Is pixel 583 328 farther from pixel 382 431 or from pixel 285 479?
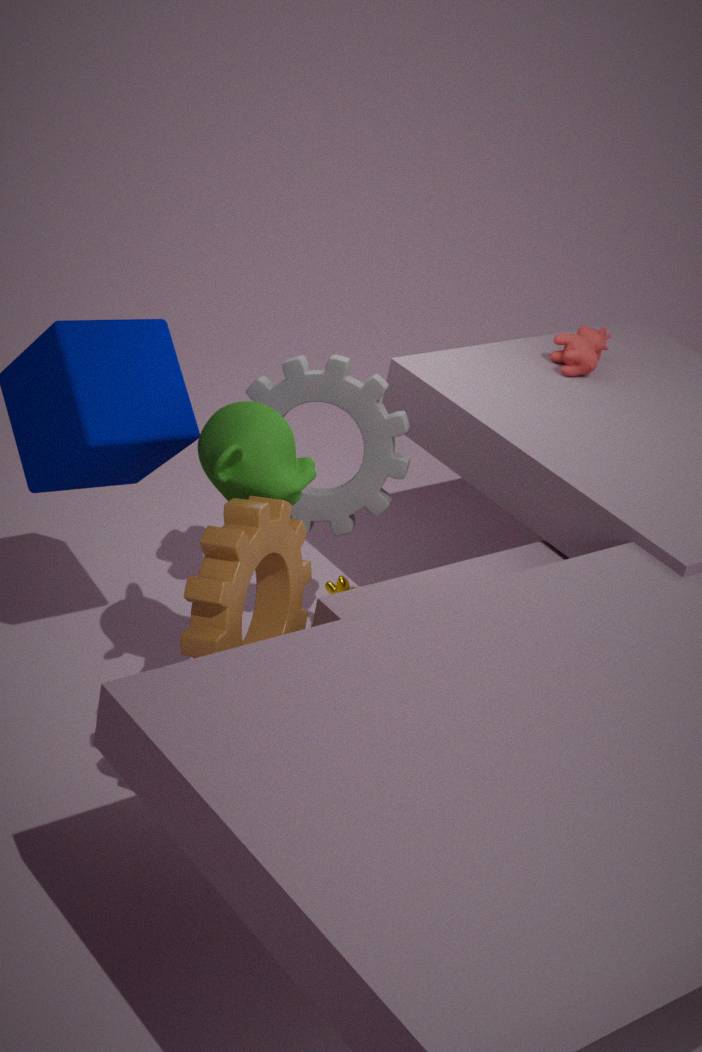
pixel 285 479
